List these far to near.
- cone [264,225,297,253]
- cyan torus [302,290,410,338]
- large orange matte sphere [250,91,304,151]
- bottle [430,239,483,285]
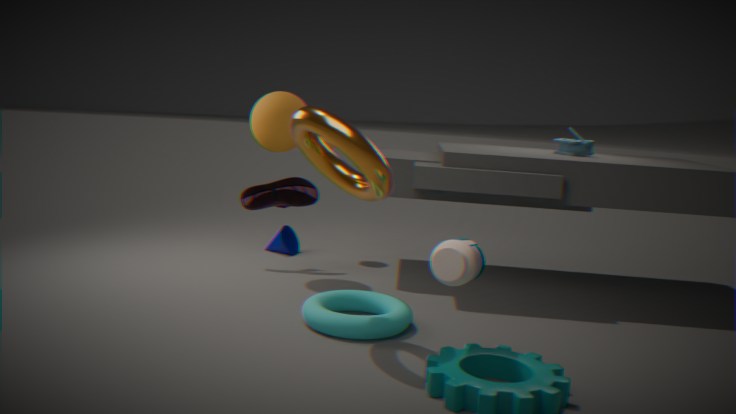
cone [264,225,297,253] < large orange matte sphere [250,91,304,151] < cyan torus [302,290,410,338] < bottle [430,239,483,285]
